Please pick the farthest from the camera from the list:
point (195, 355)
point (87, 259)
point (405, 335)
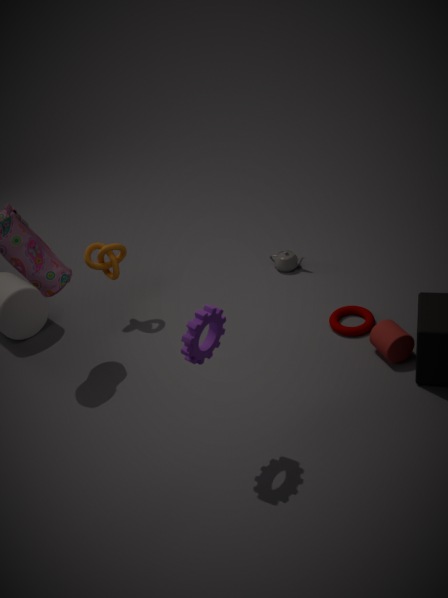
point (87, 259)
